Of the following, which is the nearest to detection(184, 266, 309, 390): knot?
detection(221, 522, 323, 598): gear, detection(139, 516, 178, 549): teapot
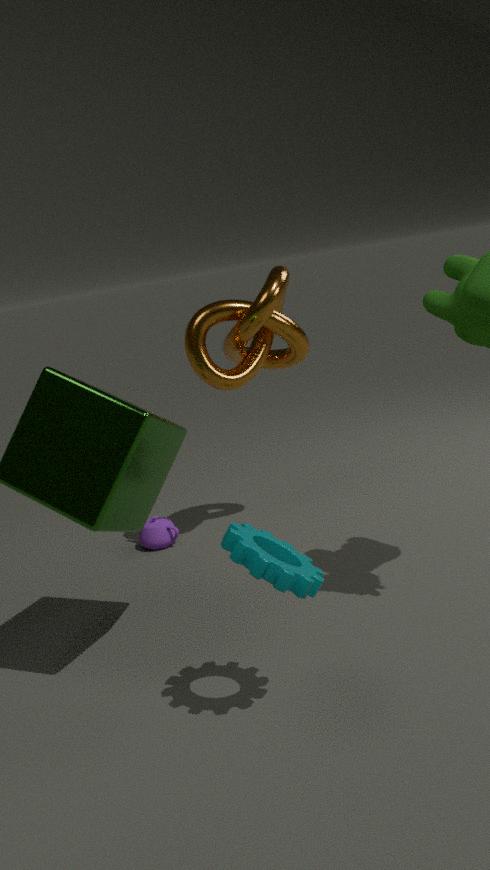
detection(139, 516, 178, 549): teapot
